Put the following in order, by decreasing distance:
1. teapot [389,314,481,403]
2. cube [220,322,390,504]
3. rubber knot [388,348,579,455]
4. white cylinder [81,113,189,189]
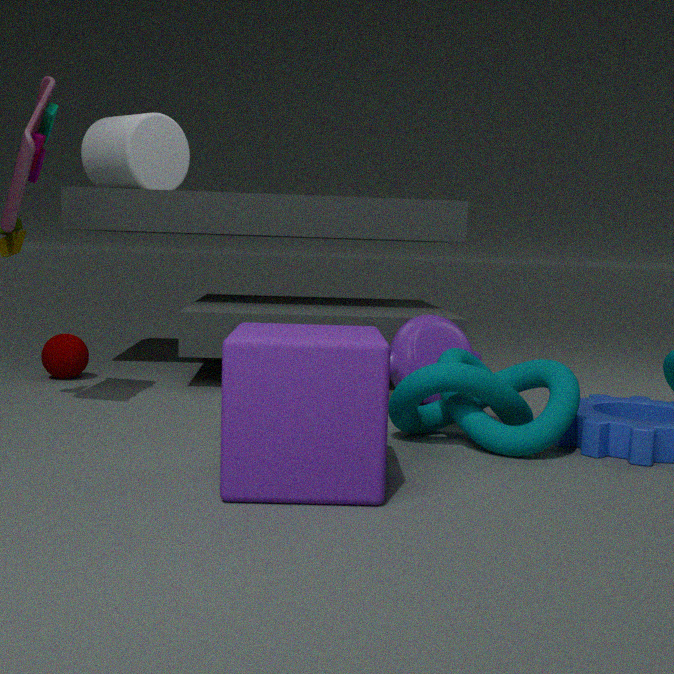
white cylinder [81,113,189,189]
teapot [389,314,481,403]
rubber knot [388,348,579,455]
cube [220,322,390,504]
